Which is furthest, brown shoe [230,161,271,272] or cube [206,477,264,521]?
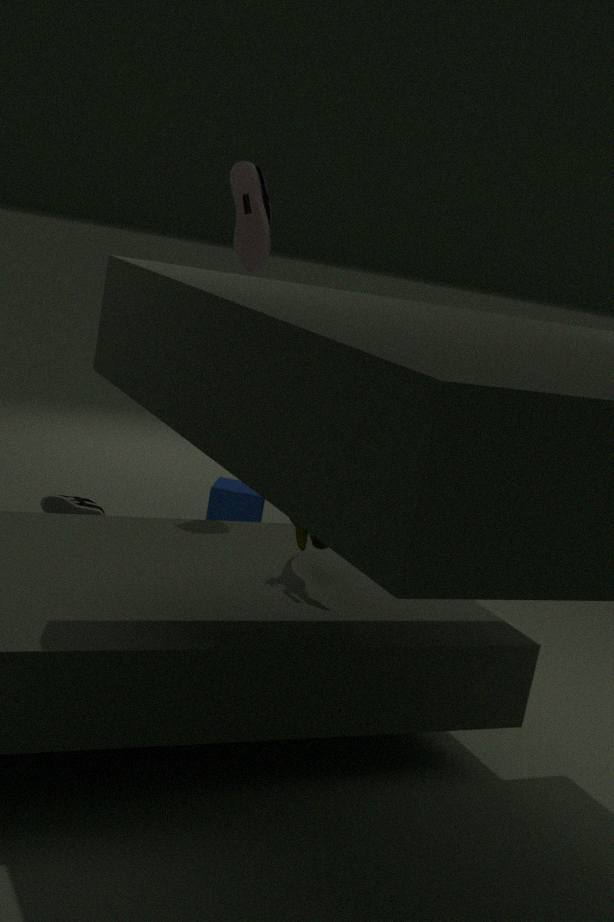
cube [206,477,264,521]
